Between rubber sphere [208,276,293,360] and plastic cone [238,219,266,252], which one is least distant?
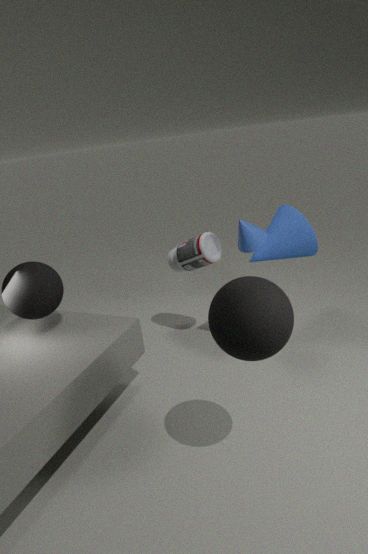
rubber sphere [208,276,293,360]
